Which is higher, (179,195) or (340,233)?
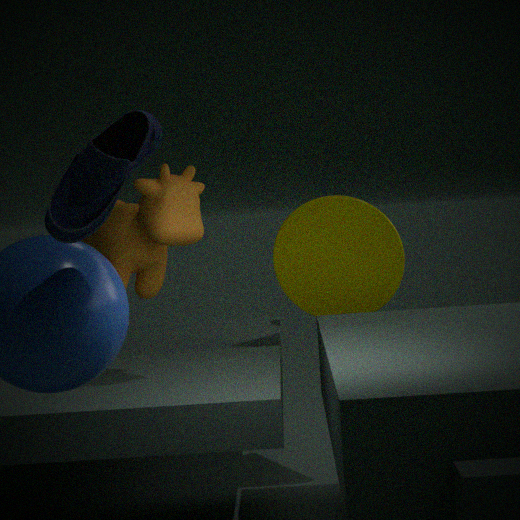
(179,195)
